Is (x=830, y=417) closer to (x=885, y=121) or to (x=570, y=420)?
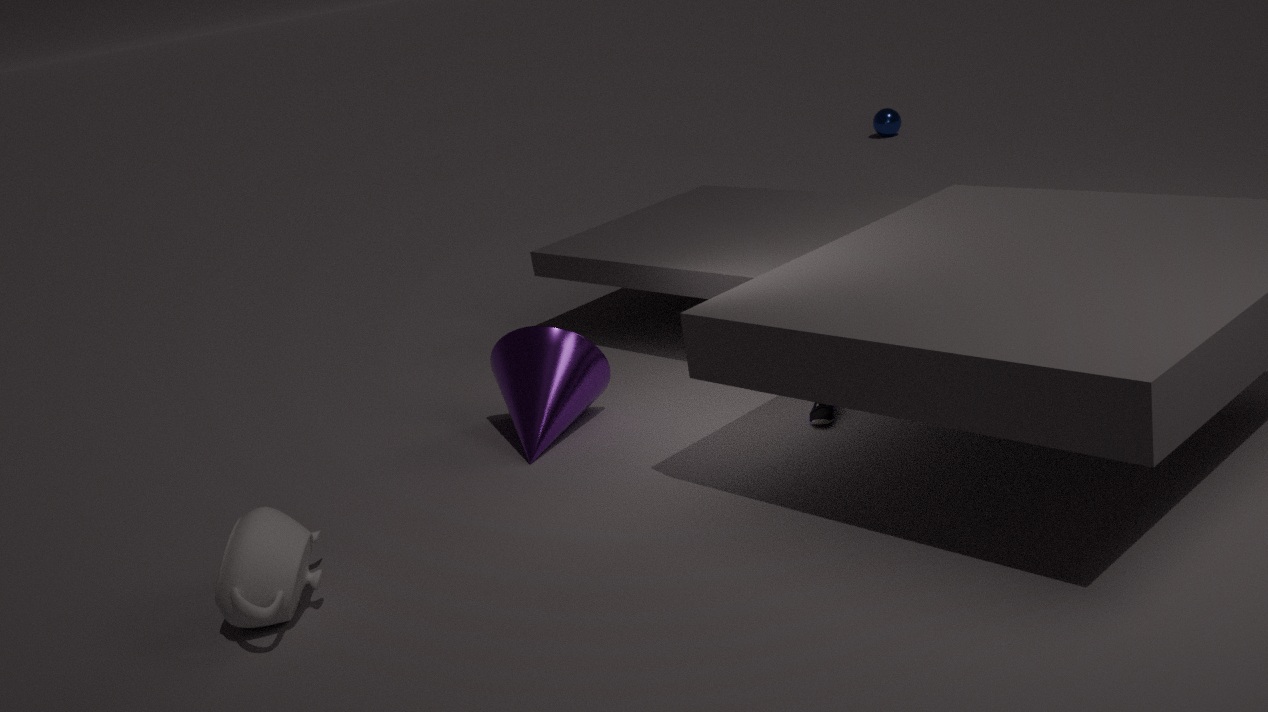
(x=570, y=420)
